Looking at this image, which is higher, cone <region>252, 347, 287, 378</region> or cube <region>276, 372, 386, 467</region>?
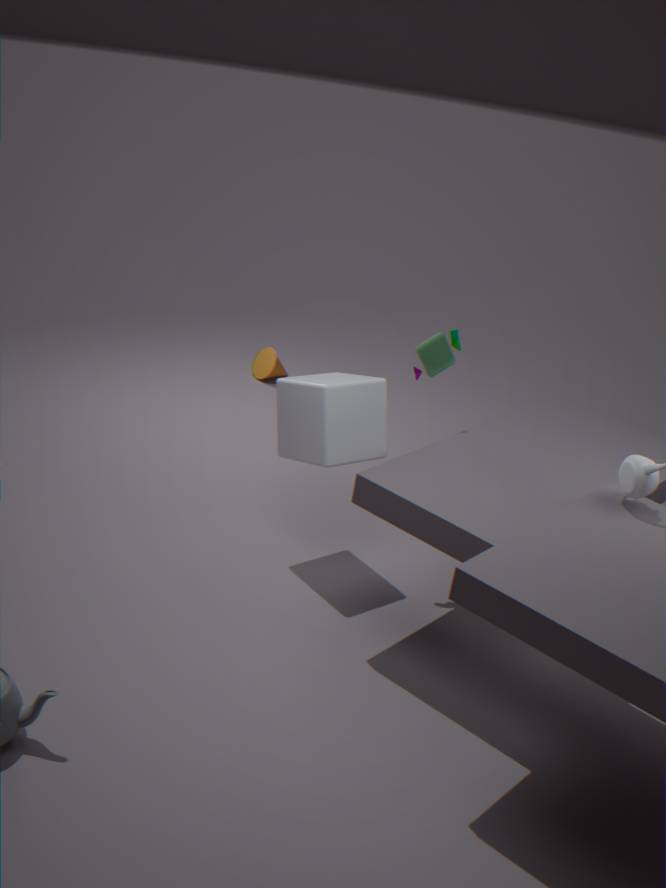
cube <region>276, 372, 386, 467</region>
